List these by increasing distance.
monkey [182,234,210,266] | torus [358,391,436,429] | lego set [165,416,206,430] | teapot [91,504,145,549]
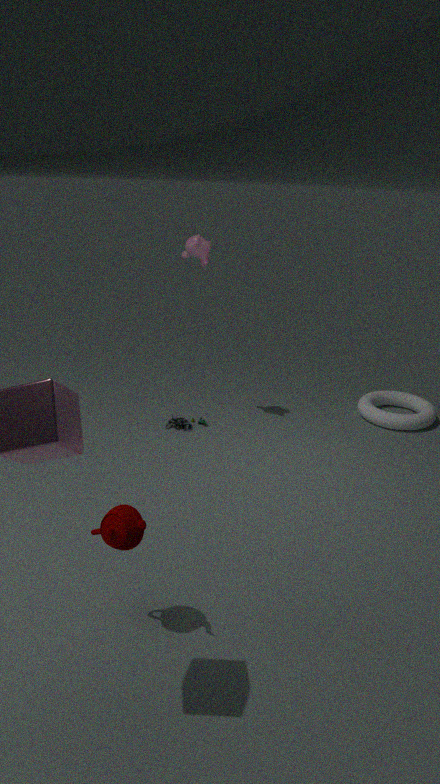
teapot [91,504,145,549] < monkey [182,234,210,266] < lego set [165,416,206,430] < torus [358,391,436,429]
